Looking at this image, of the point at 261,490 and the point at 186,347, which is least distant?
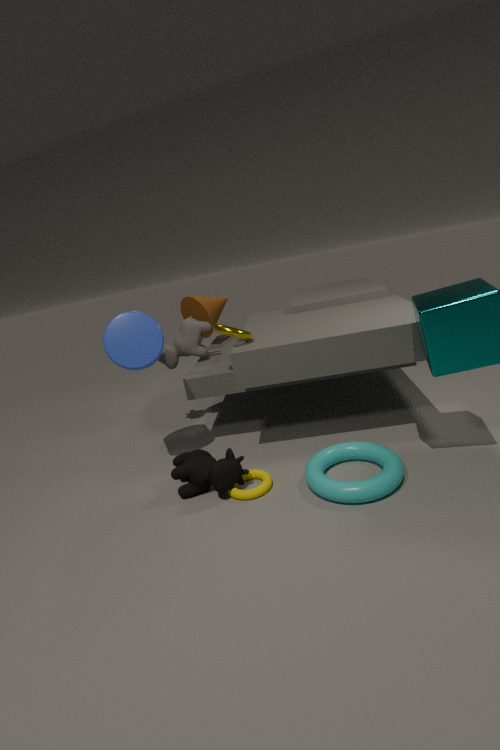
the point at 261,490
